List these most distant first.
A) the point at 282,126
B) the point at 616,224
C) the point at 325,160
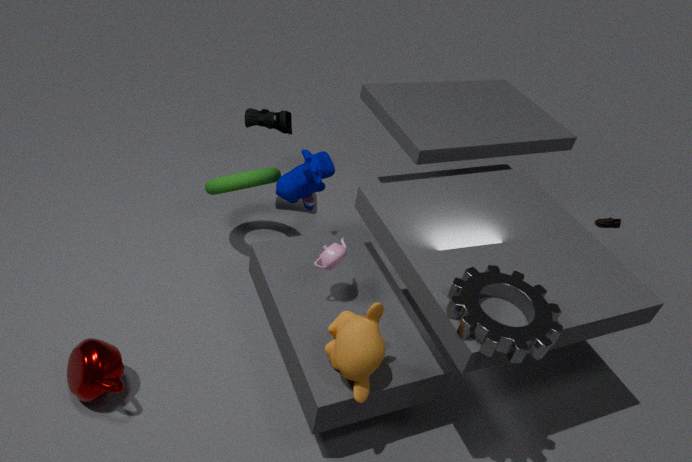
the point at 616,224
the point at 282,126
the point at 325,160
